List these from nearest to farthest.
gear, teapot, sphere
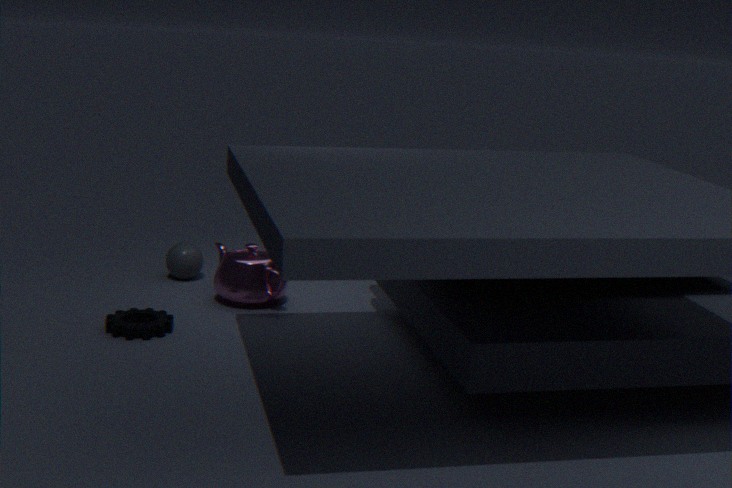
gear, teapot, sphere
